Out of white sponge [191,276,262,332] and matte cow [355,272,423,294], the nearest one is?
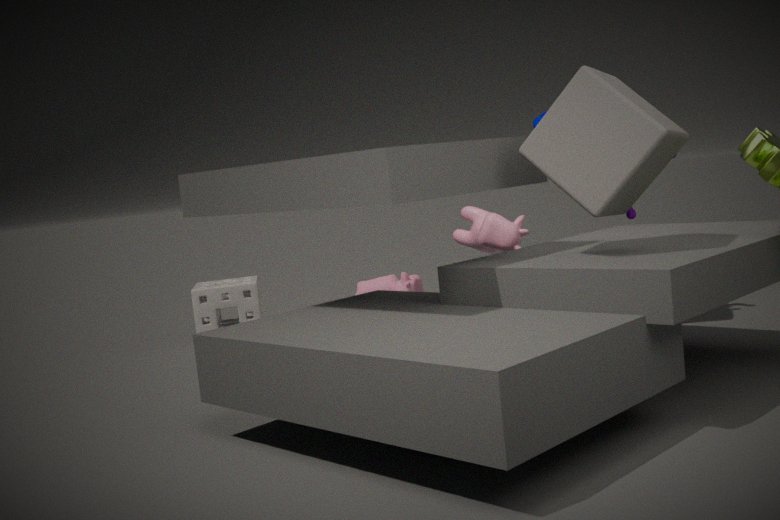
white sponge [191,276,262,332]
